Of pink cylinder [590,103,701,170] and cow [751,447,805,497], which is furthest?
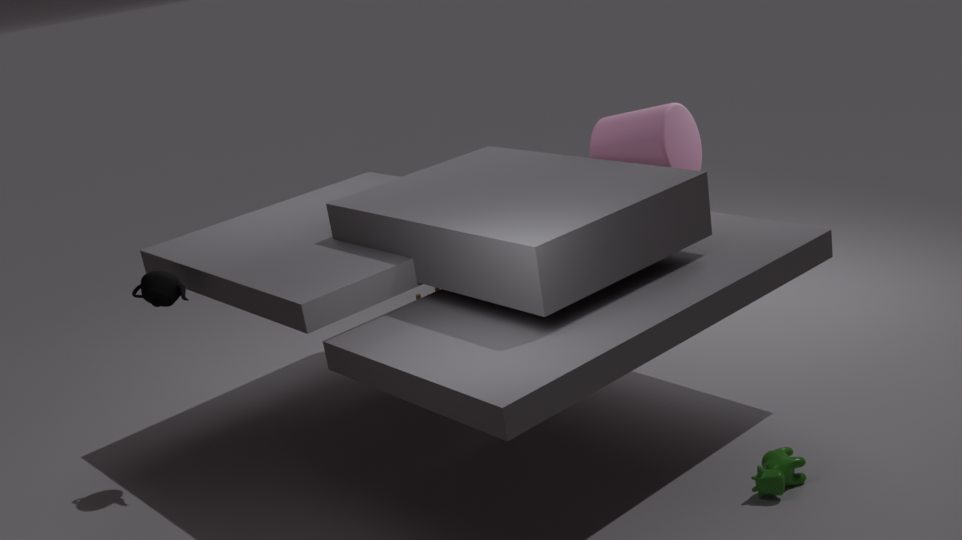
pink cylinder [590,103,701,170]
